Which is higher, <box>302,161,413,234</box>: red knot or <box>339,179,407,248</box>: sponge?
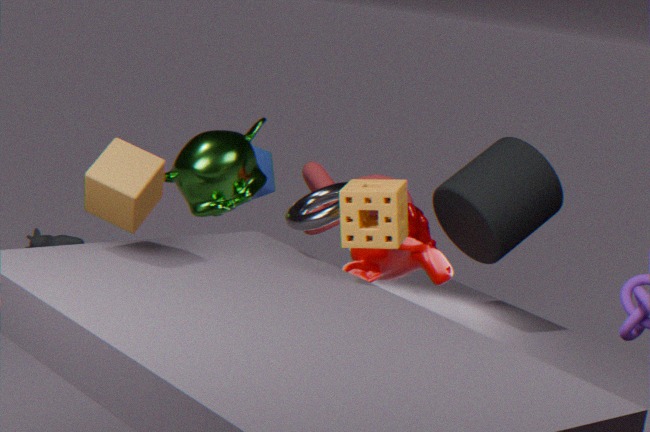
<box>339,179,407,248</box>: sponge
